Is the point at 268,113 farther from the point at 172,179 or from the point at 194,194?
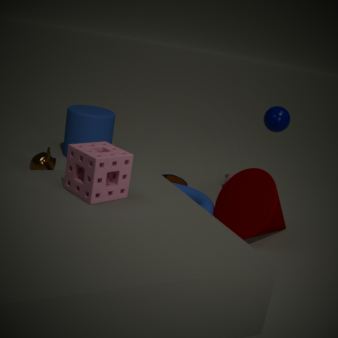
the point at 194,194
